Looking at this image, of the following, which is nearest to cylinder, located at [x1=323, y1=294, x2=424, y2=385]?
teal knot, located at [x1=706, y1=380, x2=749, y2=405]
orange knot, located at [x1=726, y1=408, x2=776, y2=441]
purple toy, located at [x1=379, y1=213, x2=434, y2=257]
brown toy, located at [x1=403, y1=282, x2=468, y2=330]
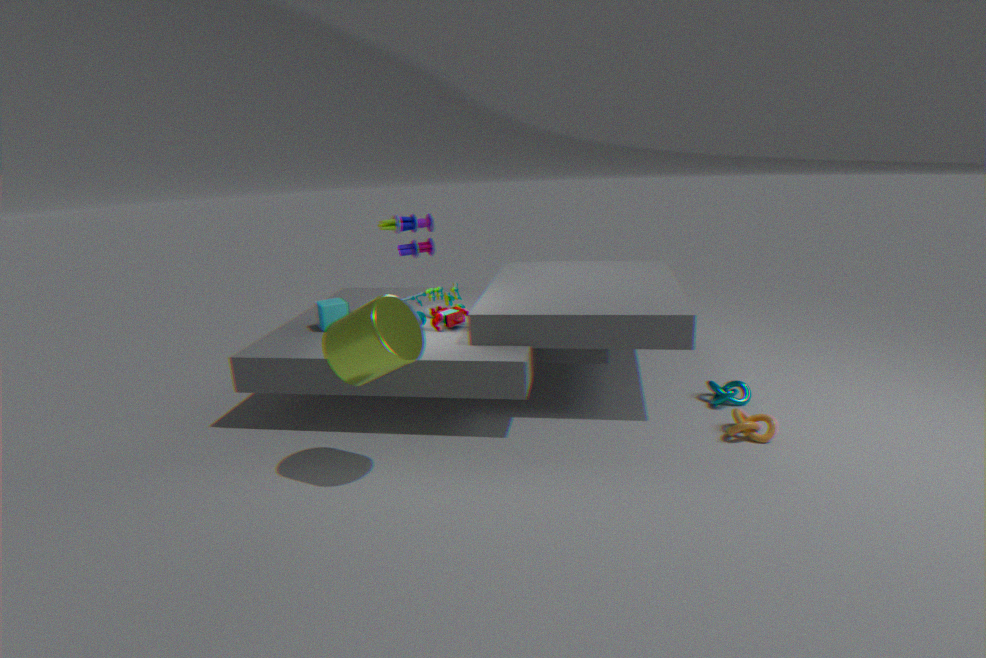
brown toy, located at [x1=403, y1=282, x2=468, y2=330]
